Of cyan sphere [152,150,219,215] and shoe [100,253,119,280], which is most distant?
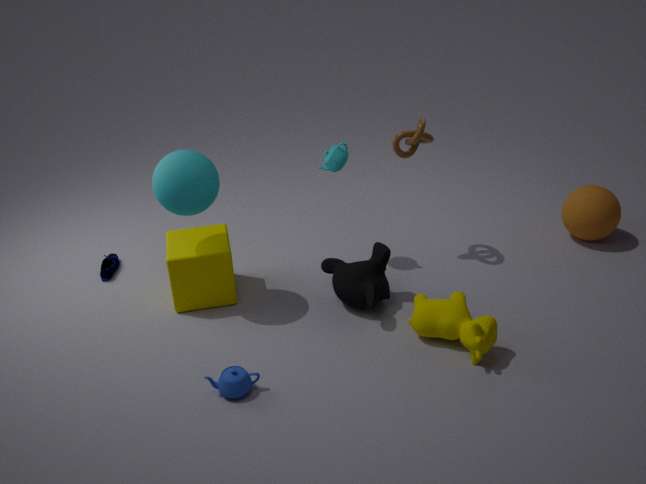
shoe [100,253,119,280]
